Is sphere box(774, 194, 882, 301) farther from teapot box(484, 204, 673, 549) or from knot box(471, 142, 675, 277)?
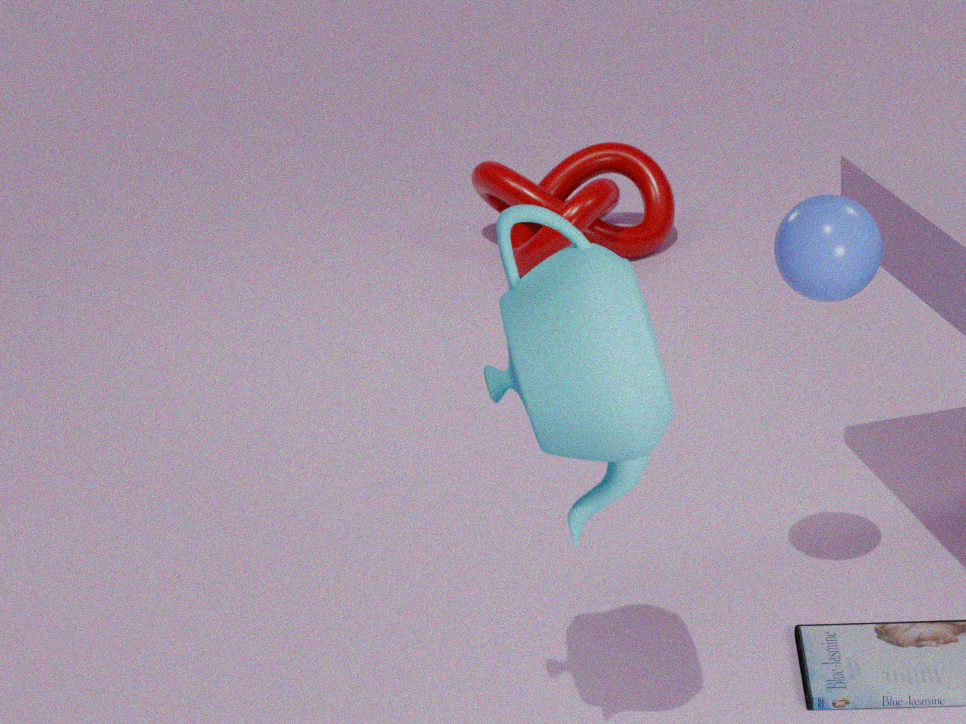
knot box(471, 142, 675, 277)
